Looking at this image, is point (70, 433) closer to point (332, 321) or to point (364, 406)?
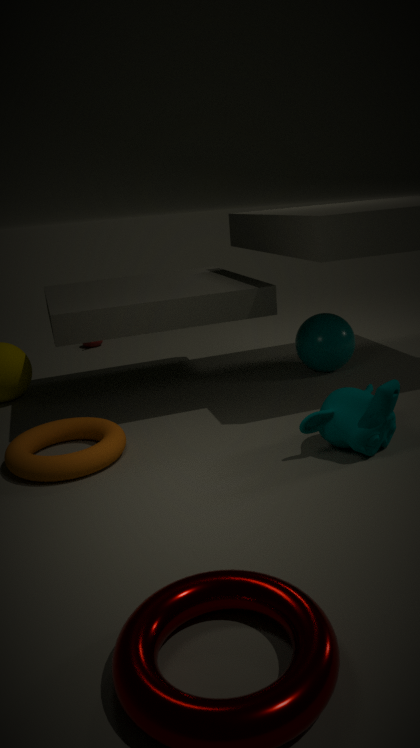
point (364, 406)
